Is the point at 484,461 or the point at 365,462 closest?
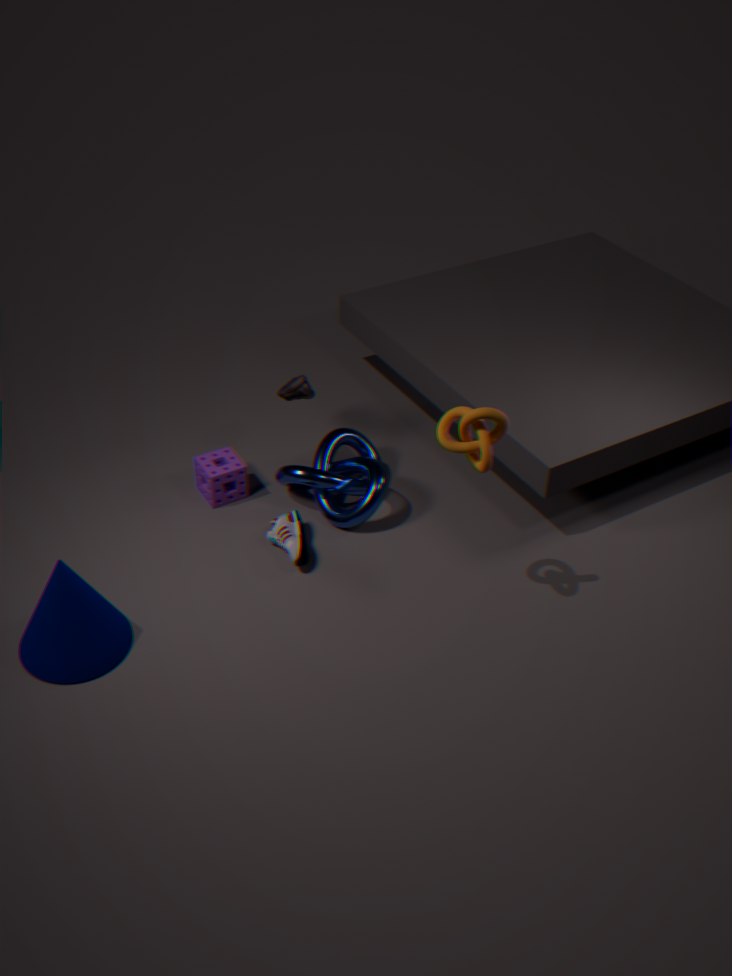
the point at 484,461
